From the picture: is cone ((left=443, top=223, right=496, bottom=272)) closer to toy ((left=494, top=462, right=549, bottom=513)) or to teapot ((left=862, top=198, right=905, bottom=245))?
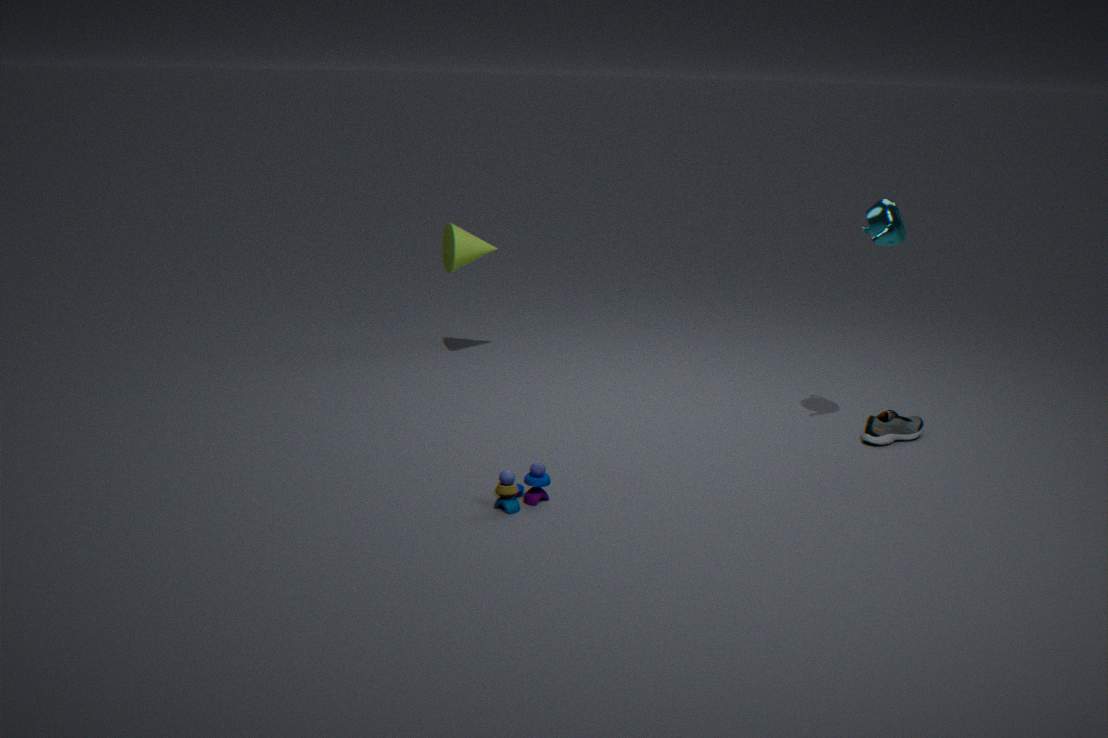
toy ((left=494, top=462, right=549, bottom=513))
